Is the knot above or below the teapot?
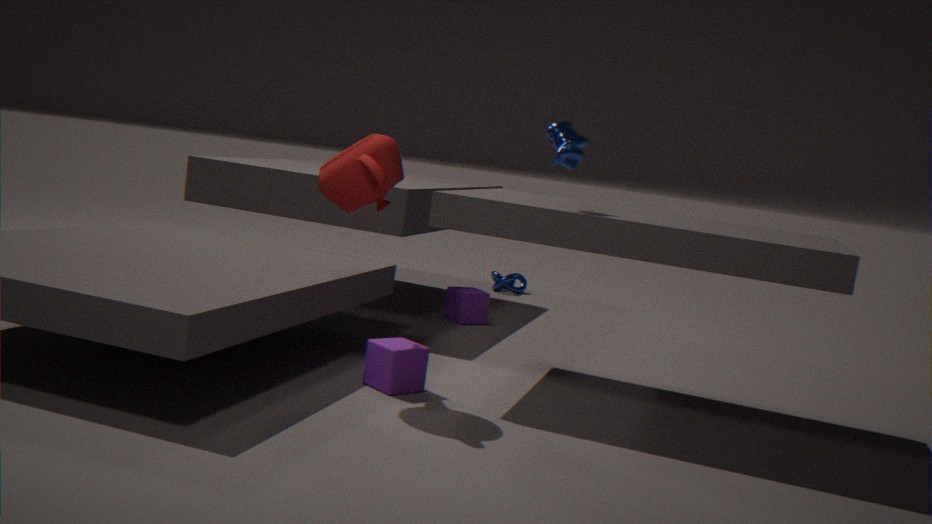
below
